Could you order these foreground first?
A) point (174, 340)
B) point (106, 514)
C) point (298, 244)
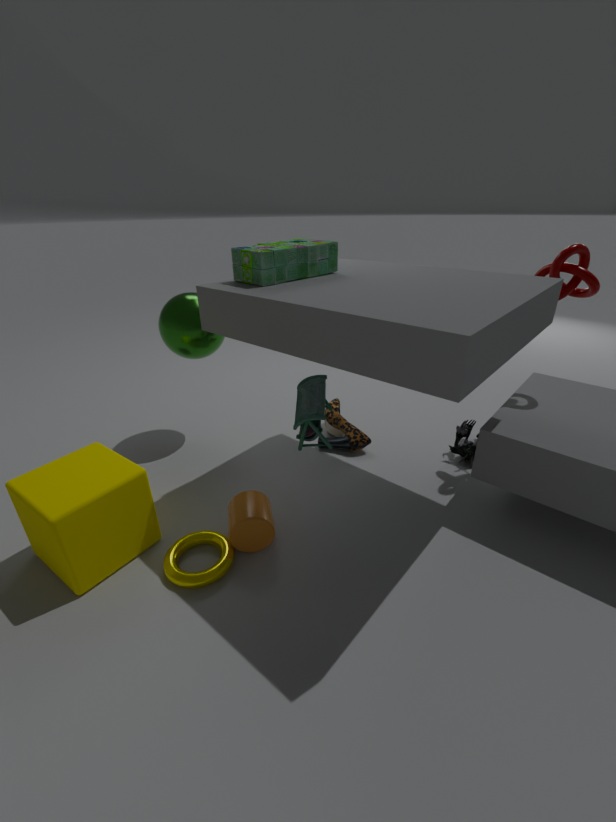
point (106, 514)
point (298, 244)
point (174, 340)
